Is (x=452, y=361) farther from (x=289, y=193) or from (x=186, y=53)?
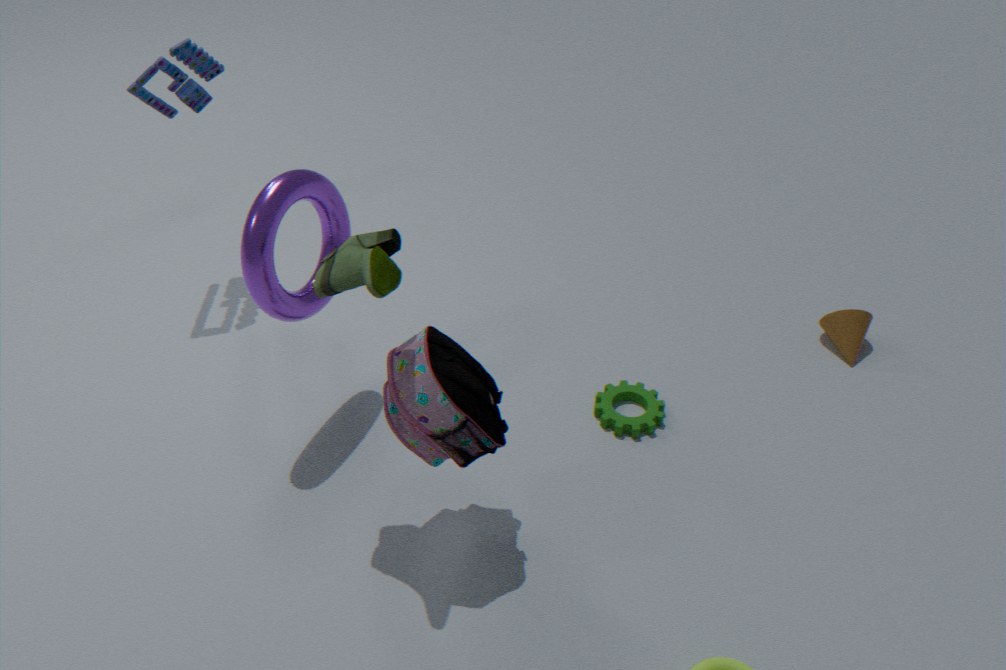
(x=186, y=53)
